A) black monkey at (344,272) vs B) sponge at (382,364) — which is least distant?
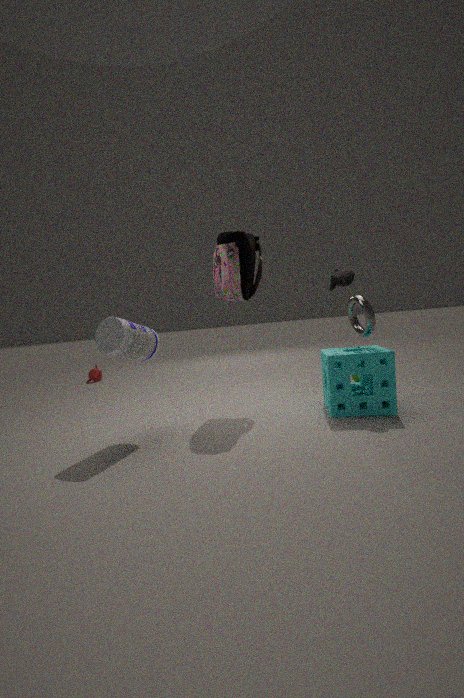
B. sponge at (382,364)
